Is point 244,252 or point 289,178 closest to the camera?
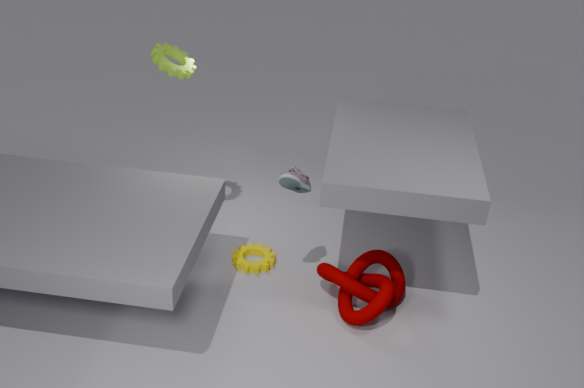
point 289,178
